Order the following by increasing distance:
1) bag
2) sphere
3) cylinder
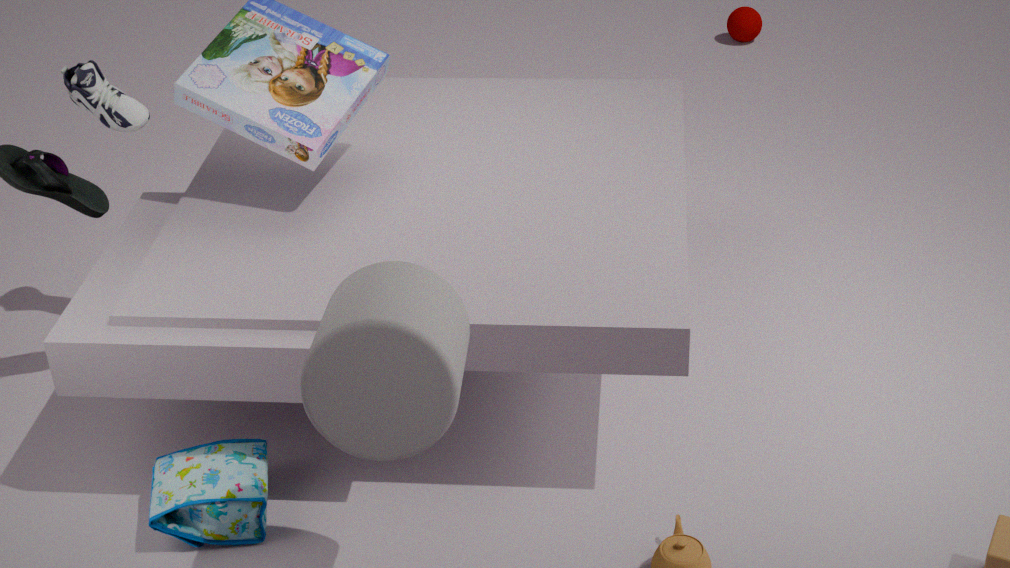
3. cylinder, 1. bag, 2. sphere
